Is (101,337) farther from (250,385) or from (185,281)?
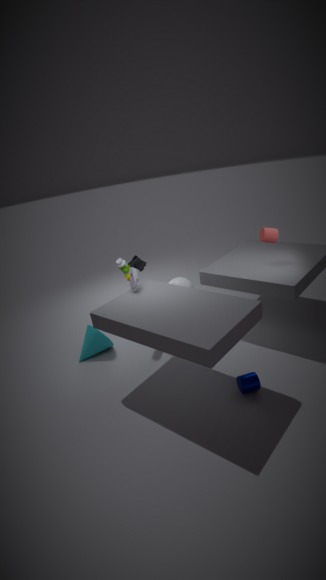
(250,385)
